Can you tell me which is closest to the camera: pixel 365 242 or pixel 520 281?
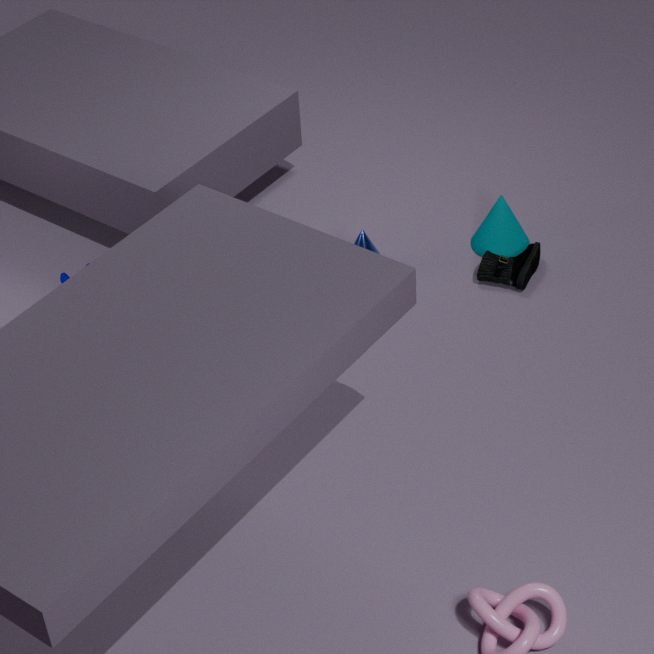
pixel 520 281
